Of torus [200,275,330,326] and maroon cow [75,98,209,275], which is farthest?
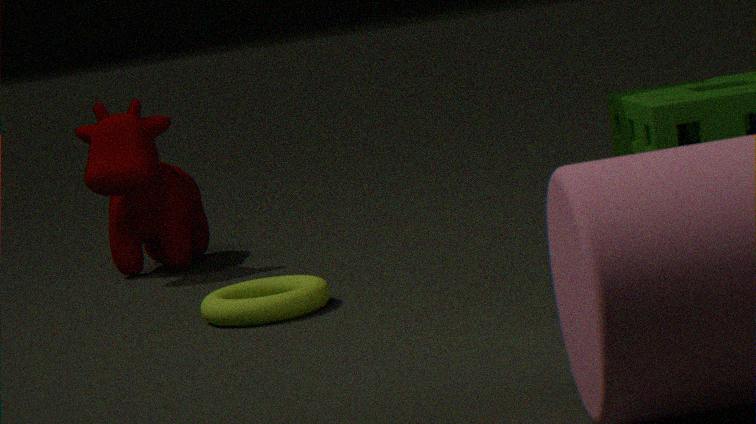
maroon cow [75,98,209,275]
